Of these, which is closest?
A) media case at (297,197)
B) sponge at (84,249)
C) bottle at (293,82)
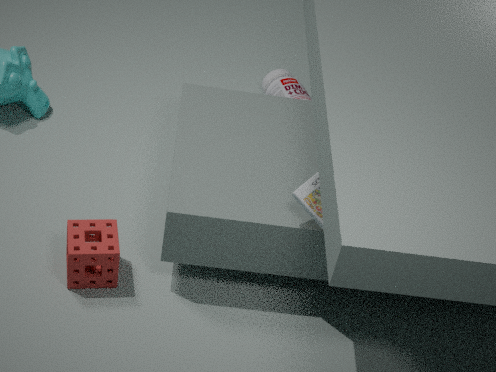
media case at (297,197)
